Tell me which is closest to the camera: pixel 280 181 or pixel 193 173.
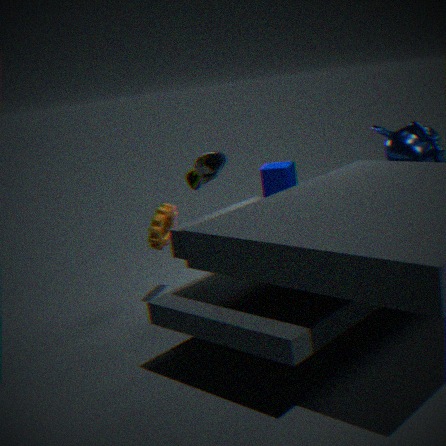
pixel 193 173
